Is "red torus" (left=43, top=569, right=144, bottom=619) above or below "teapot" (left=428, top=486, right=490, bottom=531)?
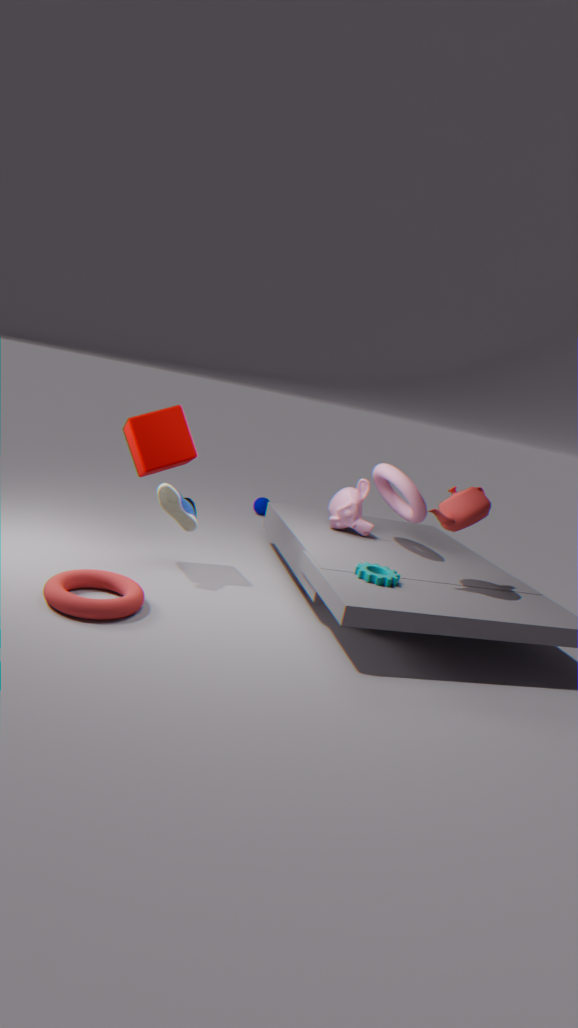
below
